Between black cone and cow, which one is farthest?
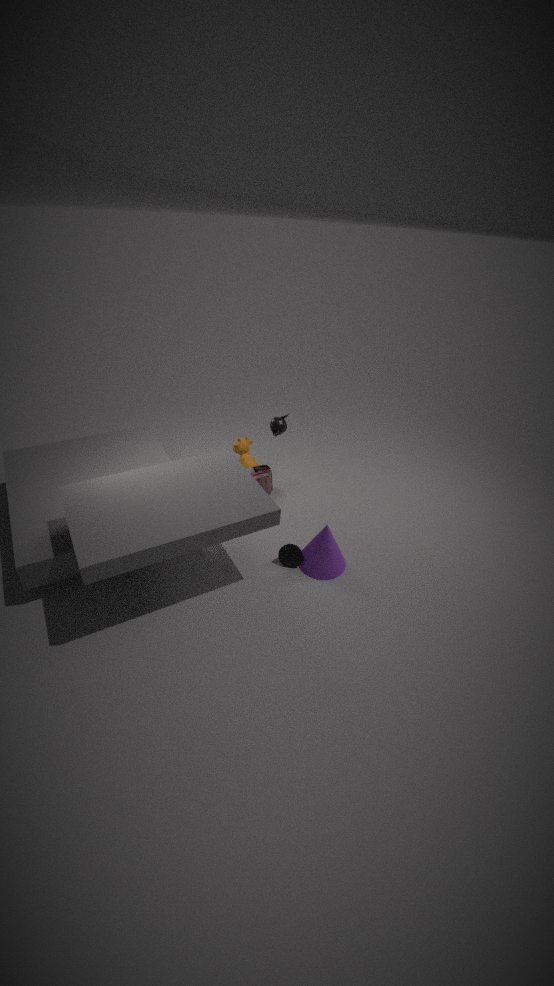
cow
